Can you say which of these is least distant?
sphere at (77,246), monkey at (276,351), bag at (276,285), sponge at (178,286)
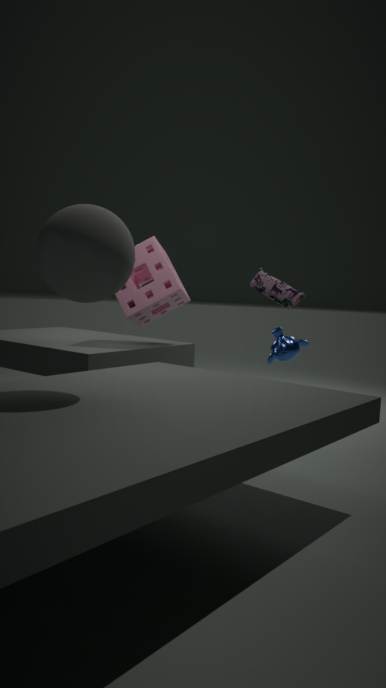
sphere at (77,246)
